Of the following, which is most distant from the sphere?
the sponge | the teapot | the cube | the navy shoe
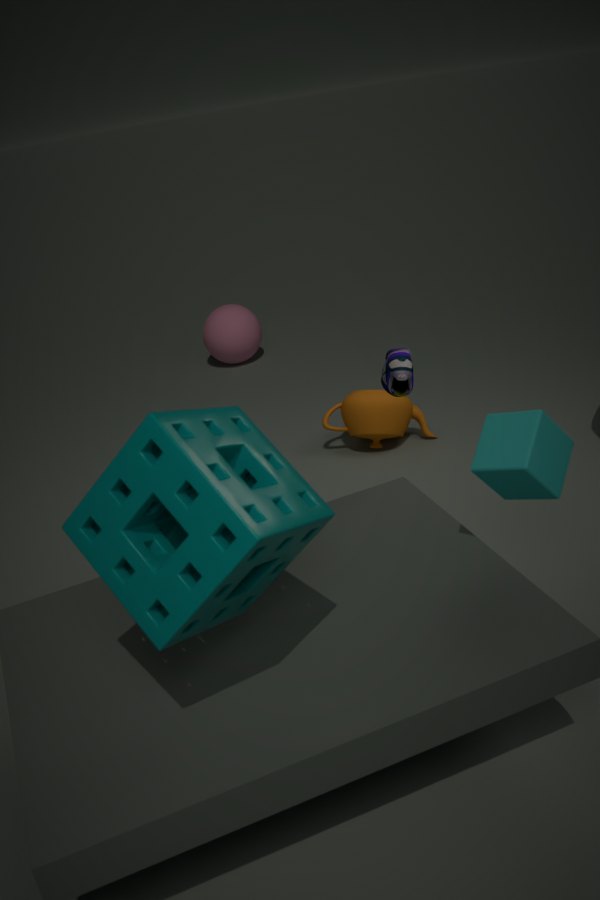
the sponge
